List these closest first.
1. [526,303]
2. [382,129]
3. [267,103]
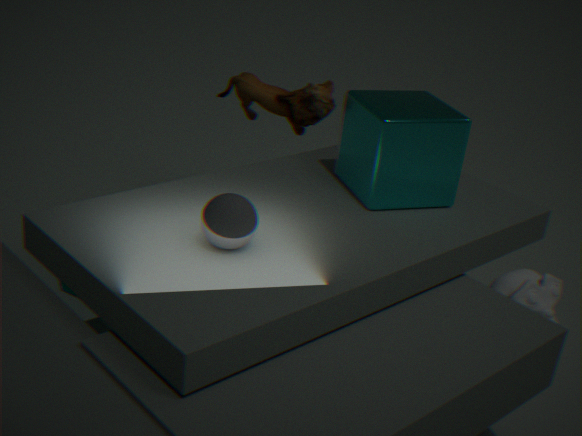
[382,129], [267,103], [526,303]
